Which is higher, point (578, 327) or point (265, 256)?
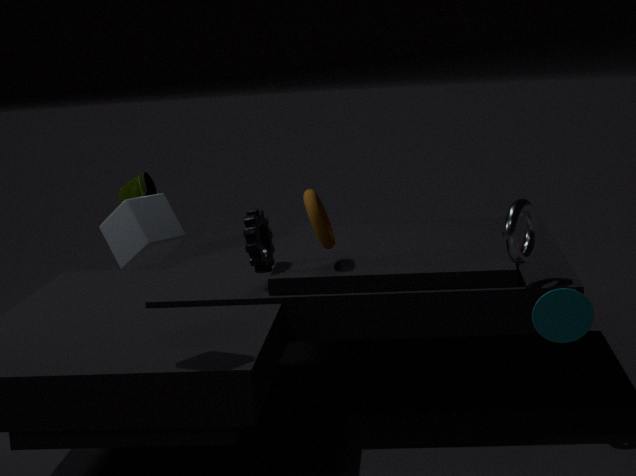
point (265, 256)
